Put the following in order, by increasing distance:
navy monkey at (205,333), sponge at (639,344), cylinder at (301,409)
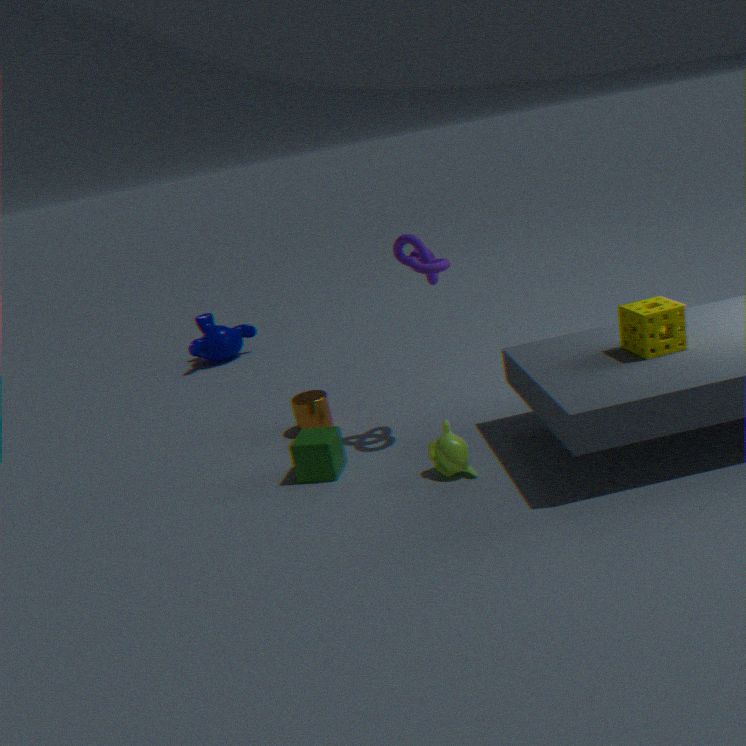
sponge at (639,344) < cylinder at (301,409) < navy monkey at (205,333)
